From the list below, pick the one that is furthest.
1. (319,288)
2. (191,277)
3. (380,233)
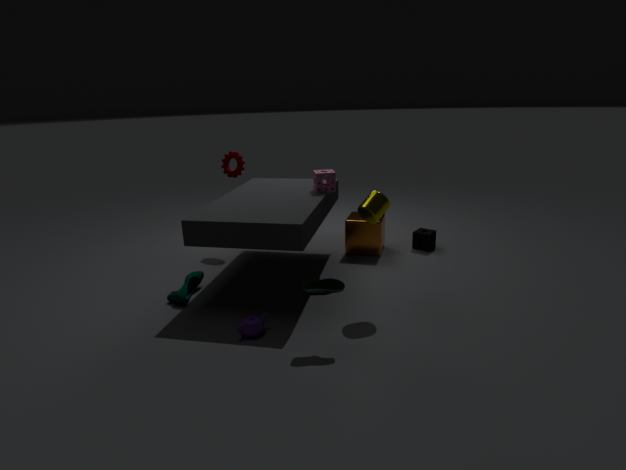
(380,233)
